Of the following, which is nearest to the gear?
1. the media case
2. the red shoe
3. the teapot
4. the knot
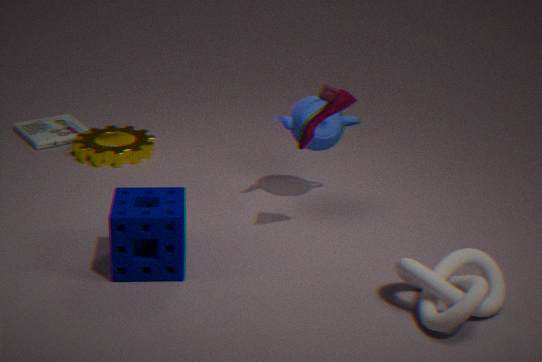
the media case
